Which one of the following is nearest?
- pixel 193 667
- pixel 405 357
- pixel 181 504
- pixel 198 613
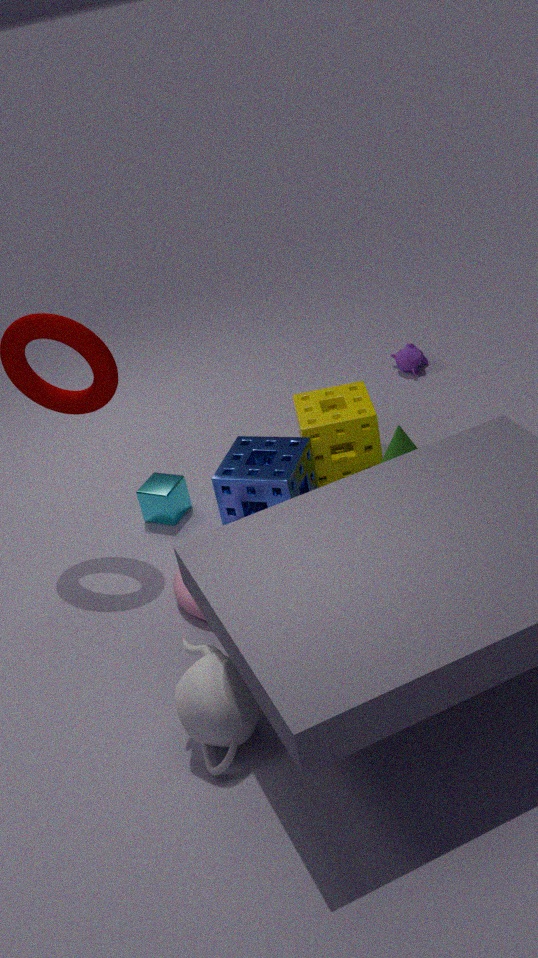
pixel 193 667
